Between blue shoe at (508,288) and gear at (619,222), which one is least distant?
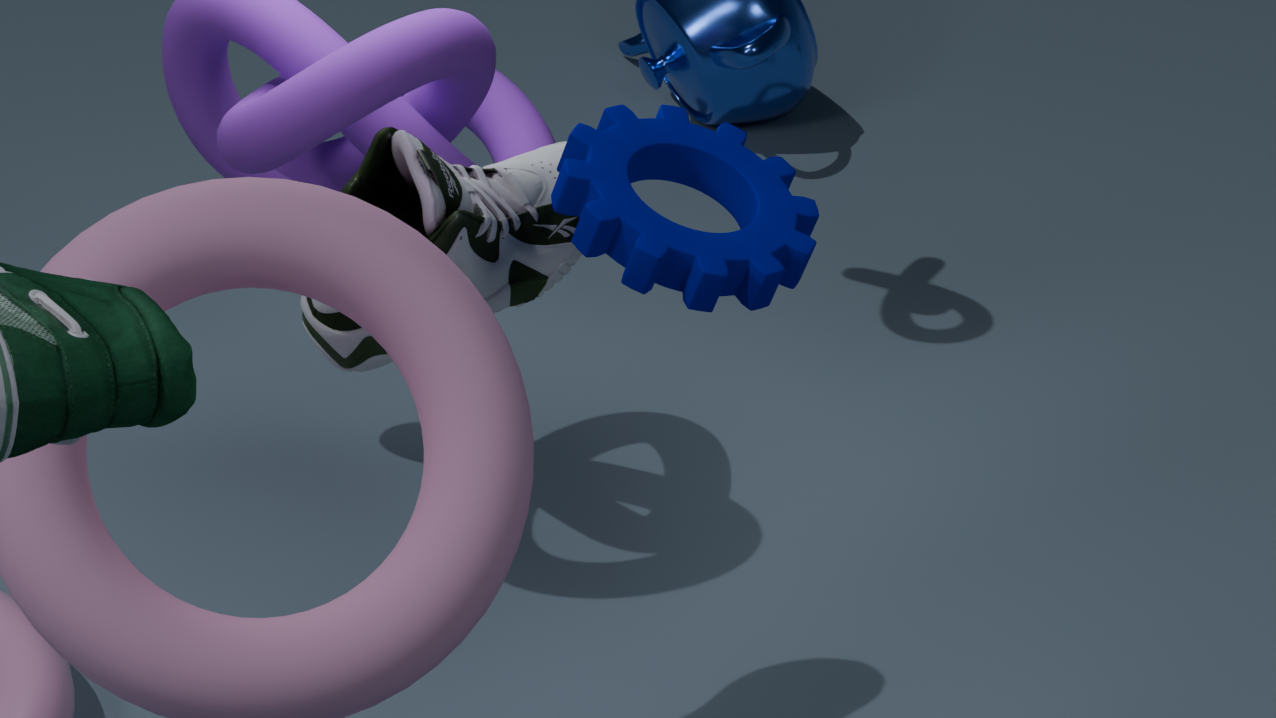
gear at (619,222)
